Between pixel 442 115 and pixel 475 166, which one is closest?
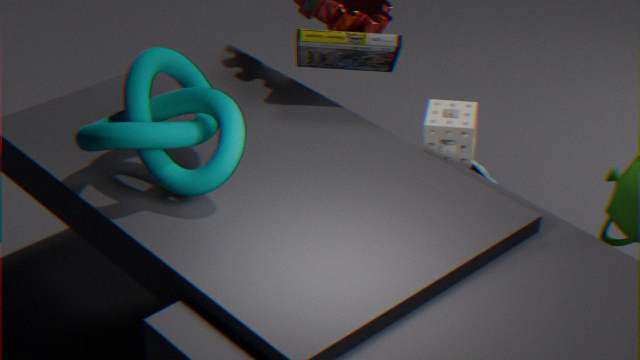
pixel 442 115
